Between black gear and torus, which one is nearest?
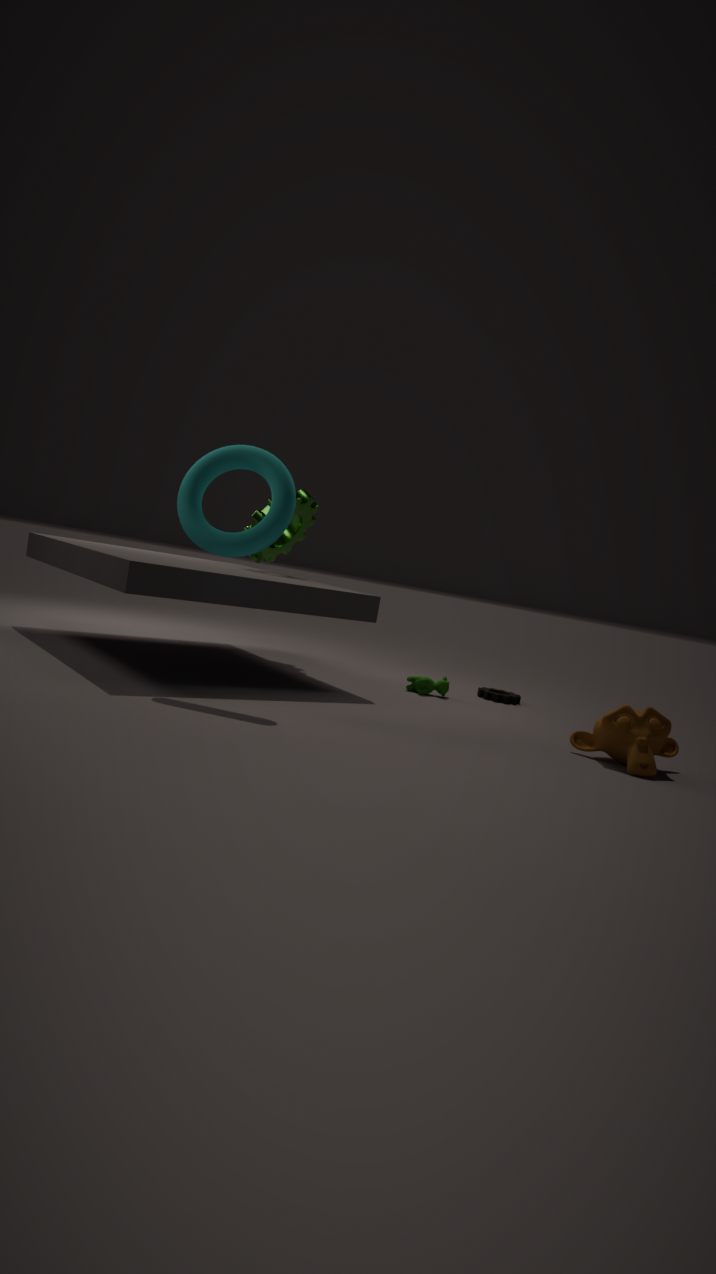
torus
